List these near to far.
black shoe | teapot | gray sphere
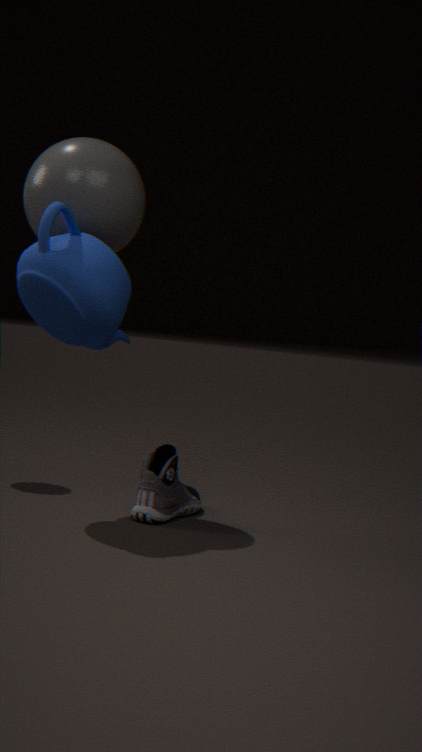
1. teapot
2. gray sphere
3. black shoe
